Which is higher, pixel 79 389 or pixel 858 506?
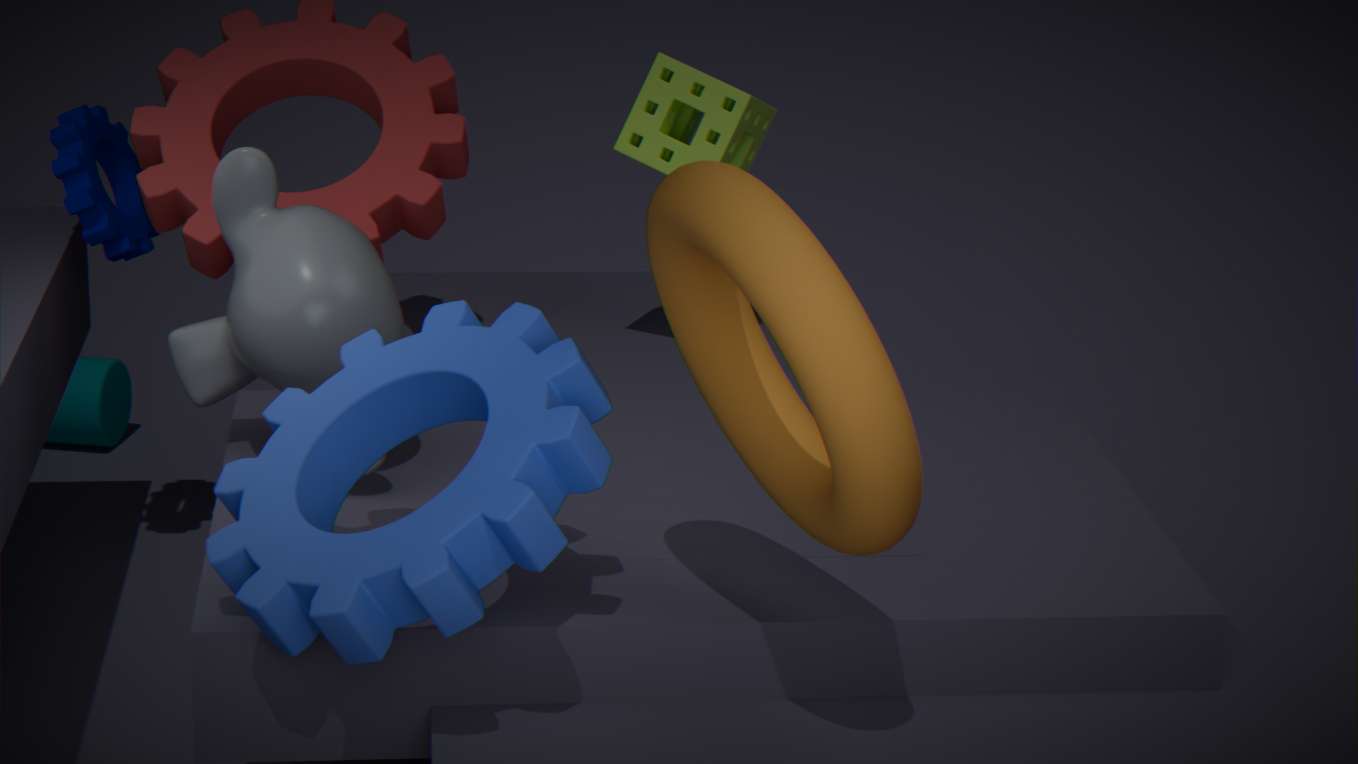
pixel 858 506
